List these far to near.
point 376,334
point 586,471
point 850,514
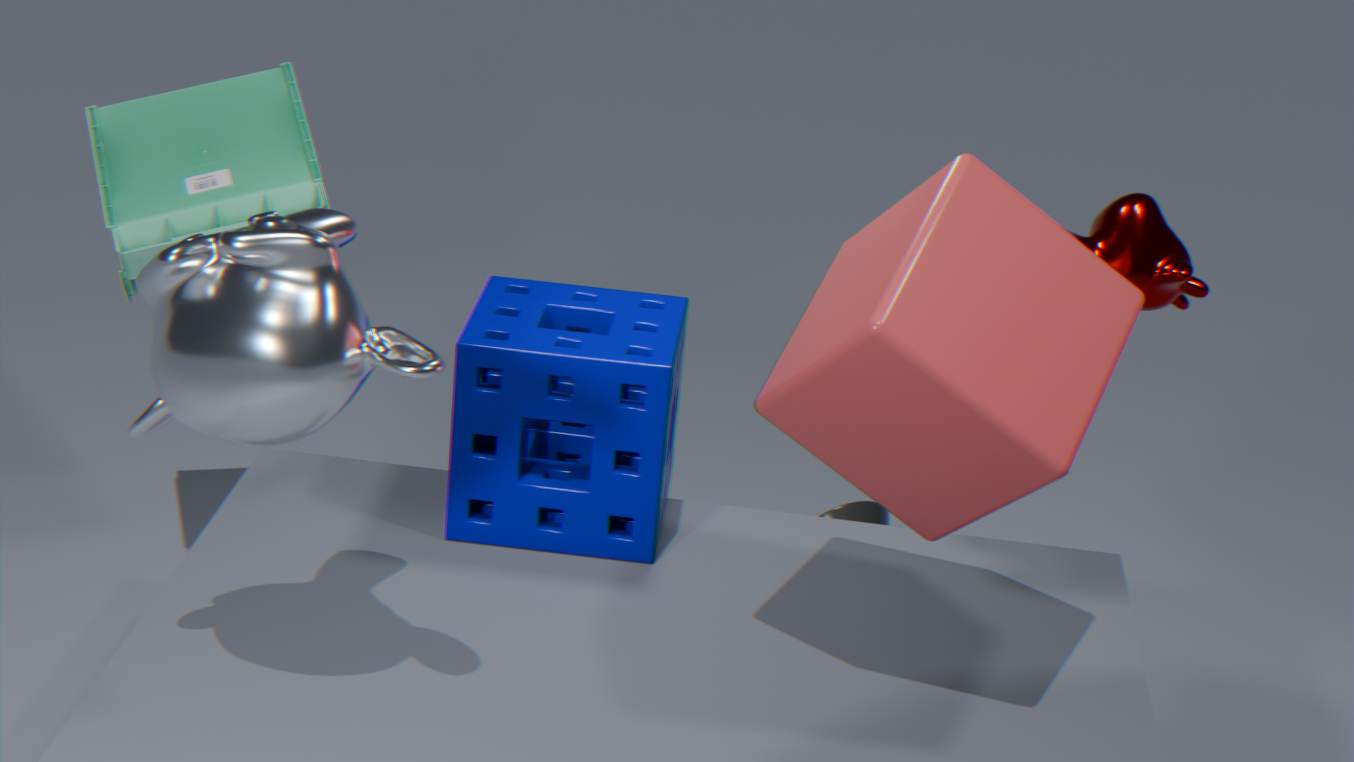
point 850,514 → point 586,471 → point 376,334
